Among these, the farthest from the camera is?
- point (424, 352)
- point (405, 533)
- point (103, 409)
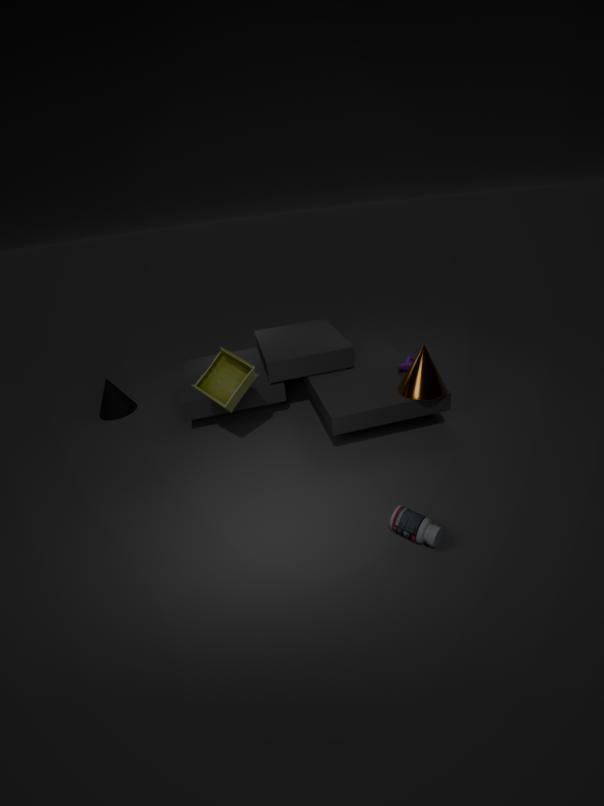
point (103, 409)
